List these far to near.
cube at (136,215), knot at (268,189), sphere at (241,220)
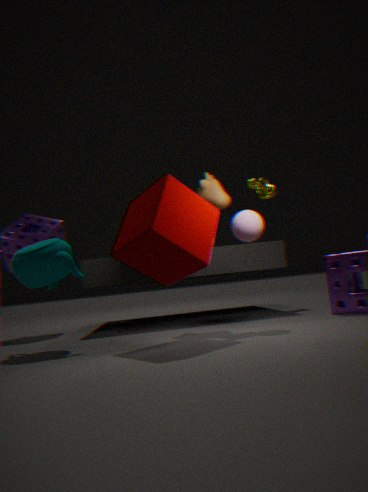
knot at (268,189), sphere at (241,220), cube at (136,215)
